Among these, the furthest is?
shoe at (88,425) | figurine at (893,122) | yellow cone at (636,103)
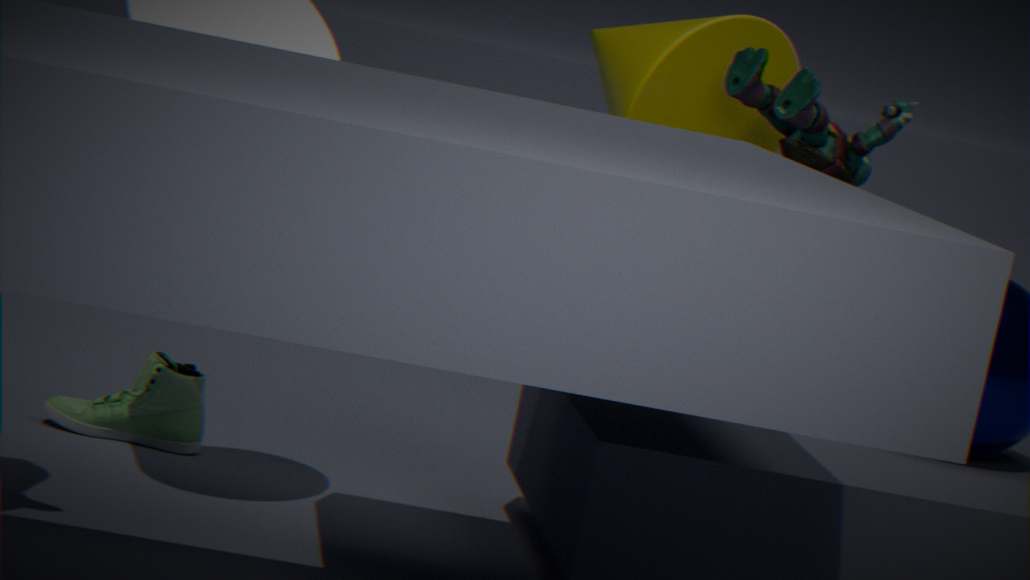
shoe at (88,425)
